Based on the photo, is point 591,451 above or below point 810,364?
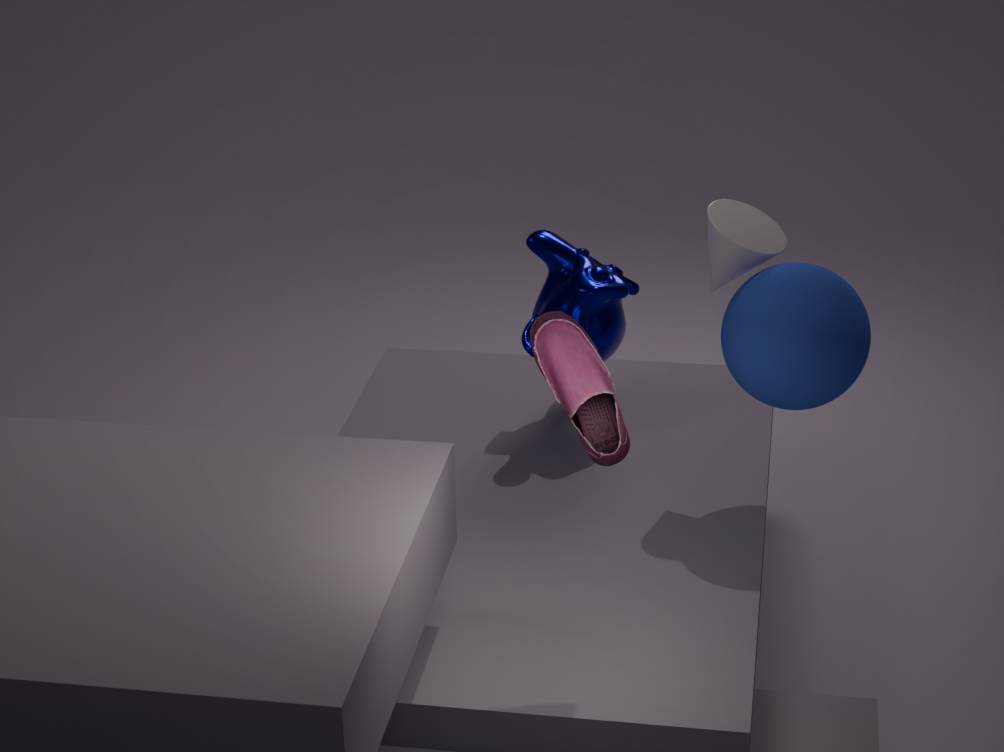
above
